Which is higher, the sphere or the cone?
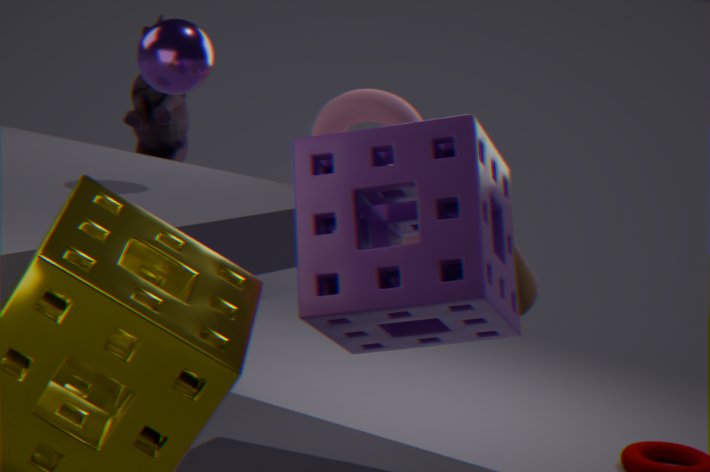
the sphere
